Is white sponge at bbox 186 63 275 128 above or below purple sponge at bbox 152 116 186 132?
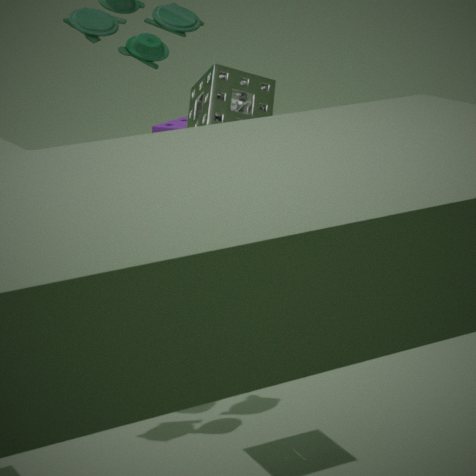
above
